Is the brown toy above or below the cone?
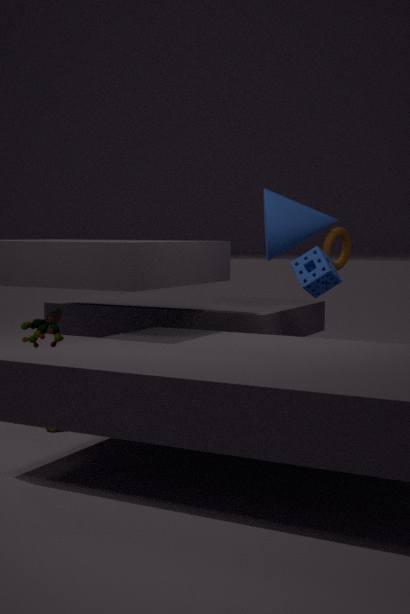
below
